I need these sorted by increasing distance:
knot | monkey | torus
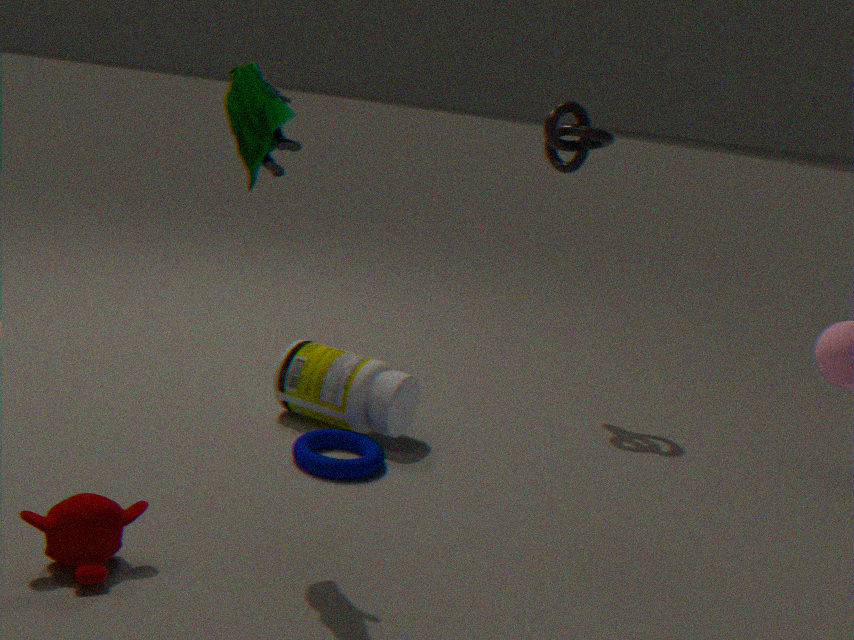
monkey, torus, knot
